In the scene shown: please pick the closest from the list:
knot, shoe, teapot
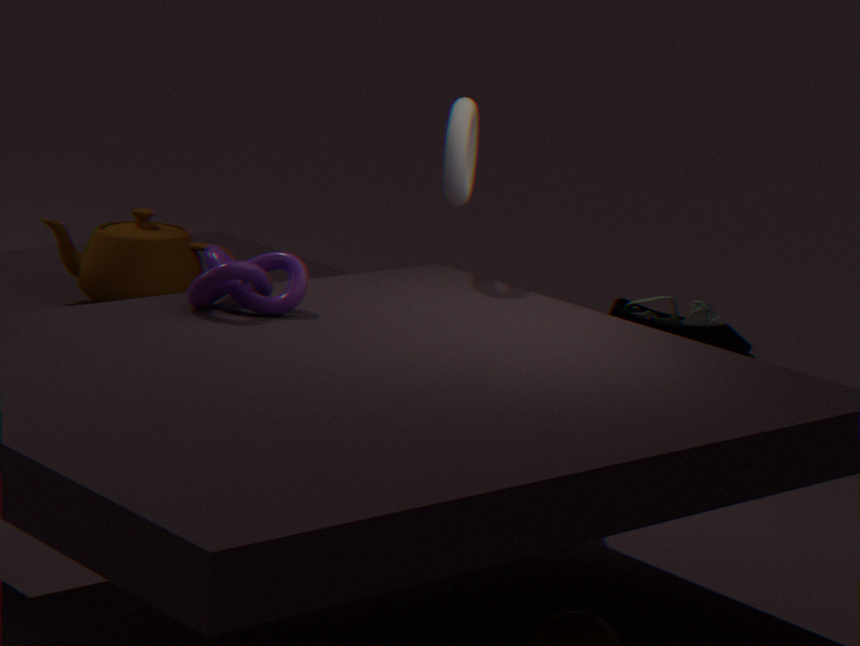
knot
